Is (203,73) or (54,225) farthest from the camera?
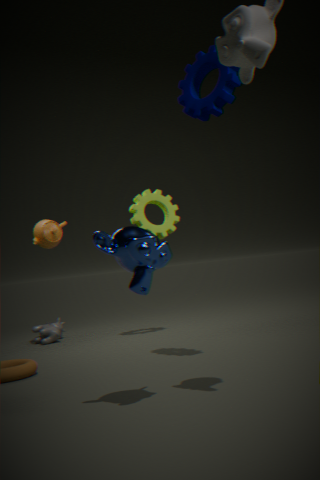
(54,225)
